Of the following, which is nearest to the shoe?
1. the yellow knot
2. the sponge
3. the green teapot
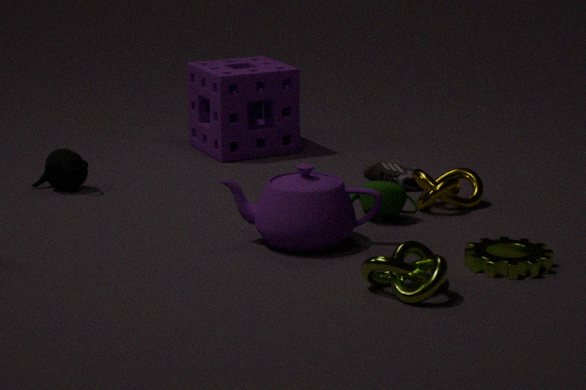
the yellow knot
